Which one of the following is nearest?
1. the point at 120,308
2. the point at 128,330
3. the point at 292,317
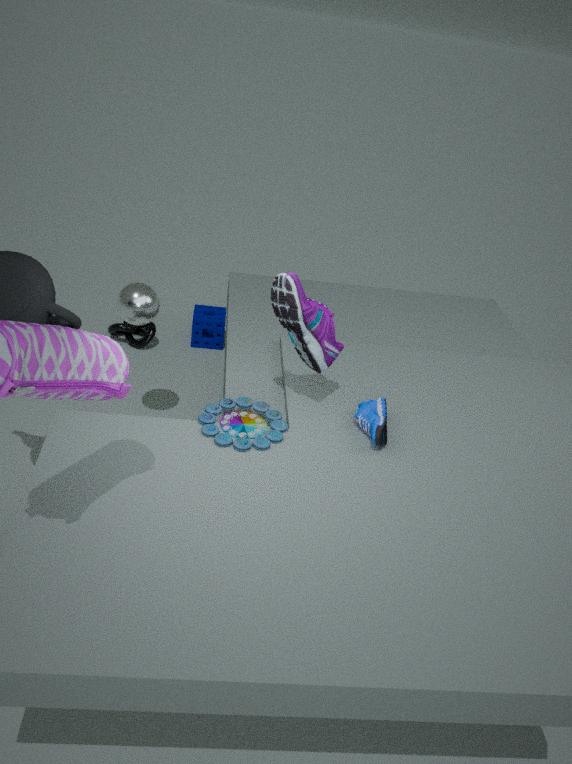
the point at 292,317
